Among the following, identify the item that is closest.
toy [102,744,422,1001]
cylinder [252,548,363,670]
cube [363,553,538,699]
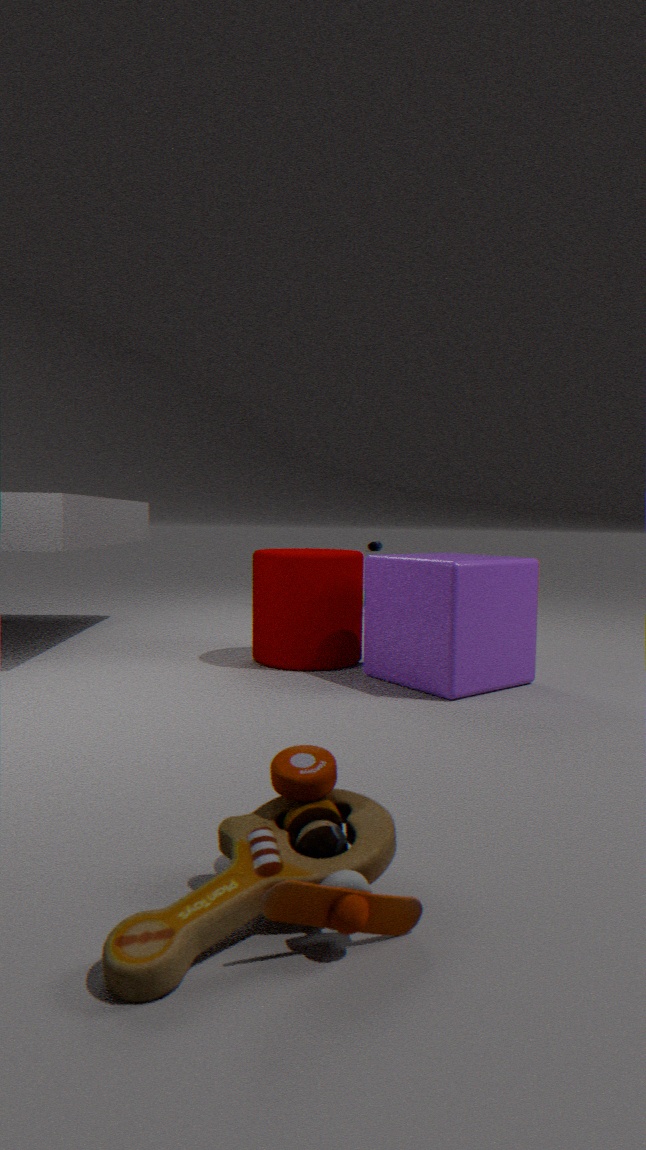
toy [102,744,422,1001]
